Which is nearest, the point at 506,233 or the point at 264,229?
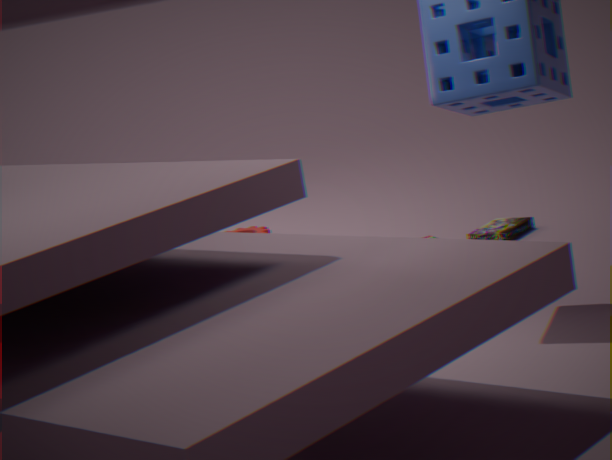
the point at 506,233
